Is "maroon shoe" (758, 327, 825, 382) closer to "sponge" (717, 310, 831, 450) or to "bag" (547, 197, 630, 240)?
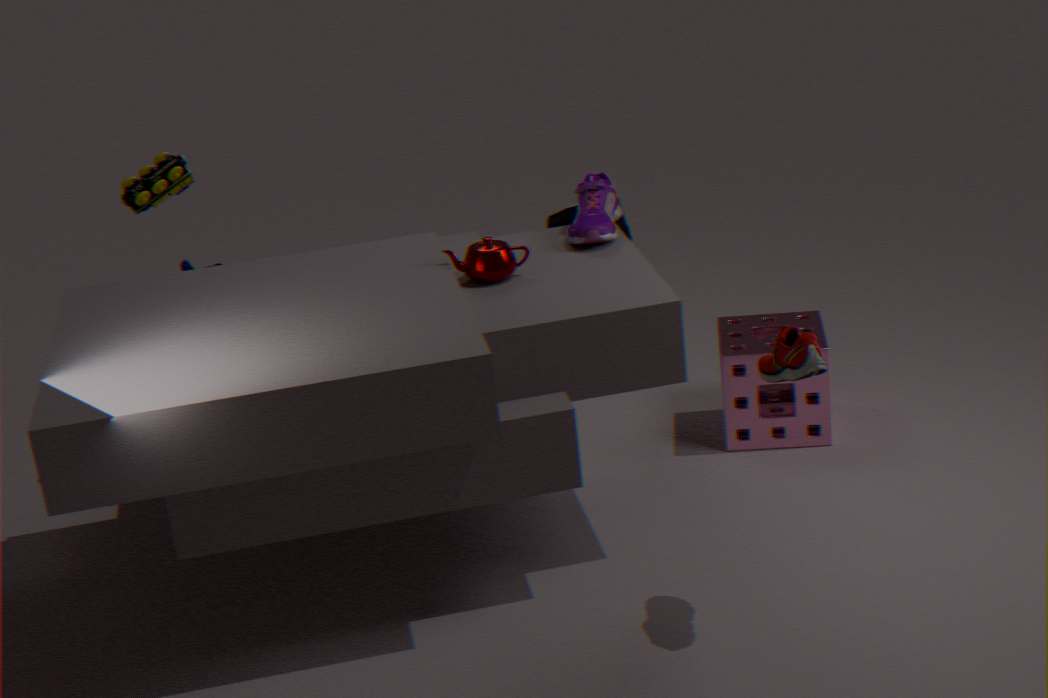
"sponge" (717, 310, 831, 450)
